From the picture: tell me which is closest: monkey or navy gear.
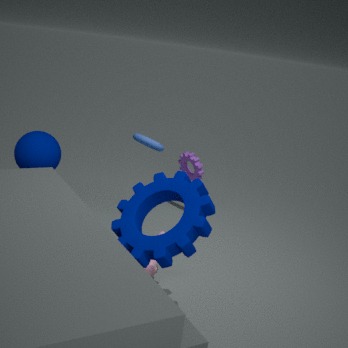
navy gear
